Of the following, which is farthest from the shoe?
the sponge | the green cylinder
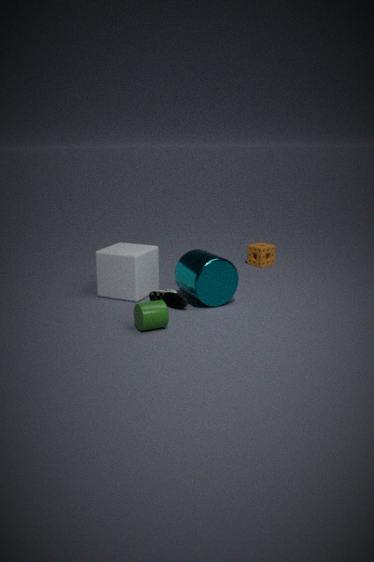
the sponge
